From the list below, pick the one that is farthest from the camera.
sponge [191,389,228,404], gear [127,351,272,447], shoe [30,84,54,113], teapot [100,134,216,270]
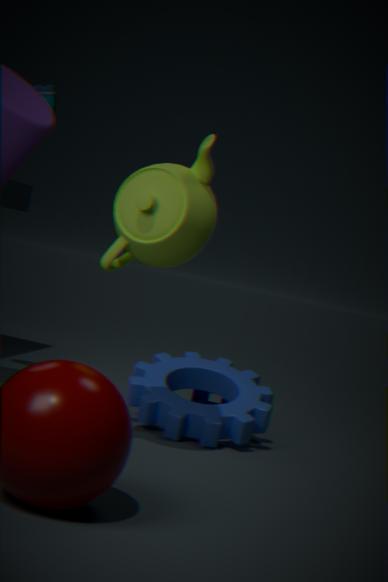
sponge [191,389,228,404]
